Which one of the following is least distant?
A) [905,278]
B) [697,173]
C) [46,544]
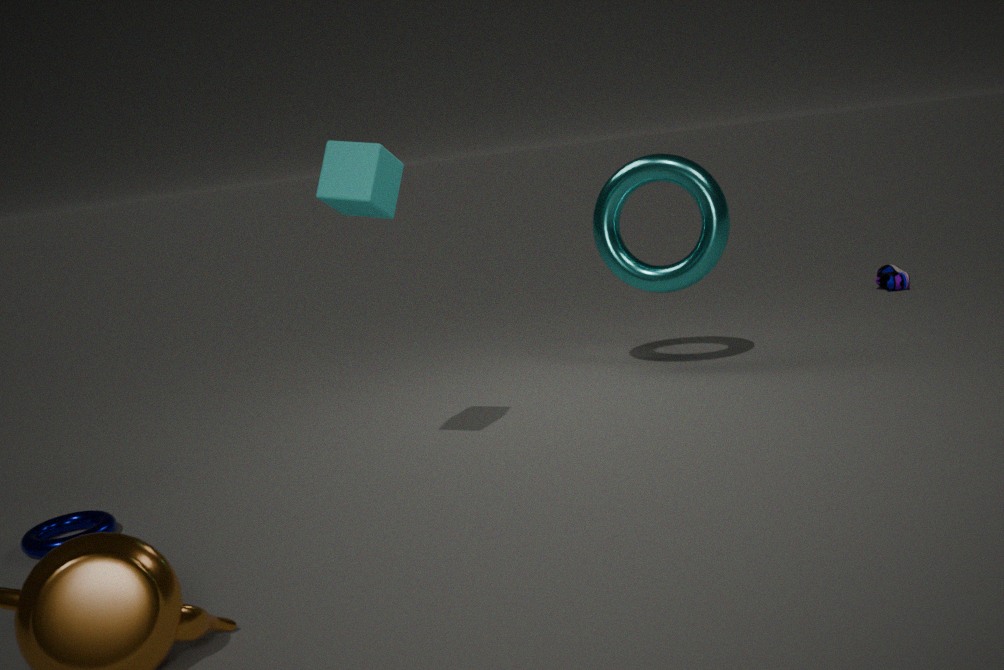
[46,544]
